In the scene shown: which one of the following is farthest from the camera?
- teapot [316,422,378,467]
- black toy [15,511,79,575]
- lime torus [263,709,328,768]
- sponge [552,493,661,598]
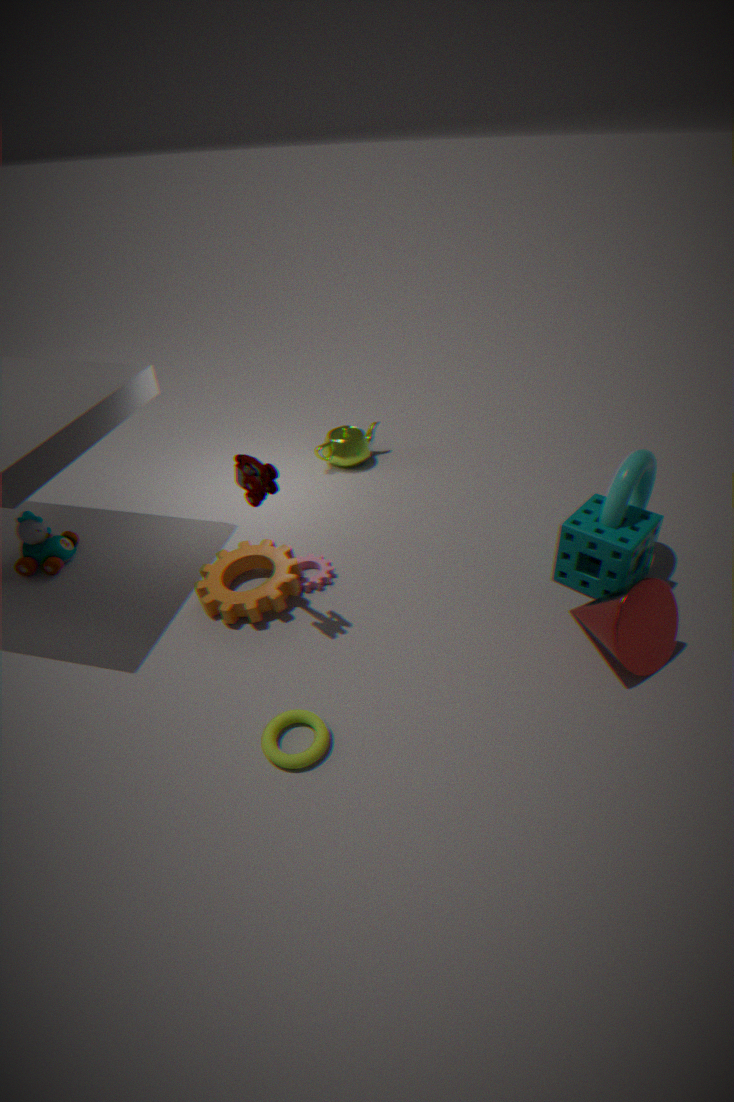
teapot [316,422,378,467]
